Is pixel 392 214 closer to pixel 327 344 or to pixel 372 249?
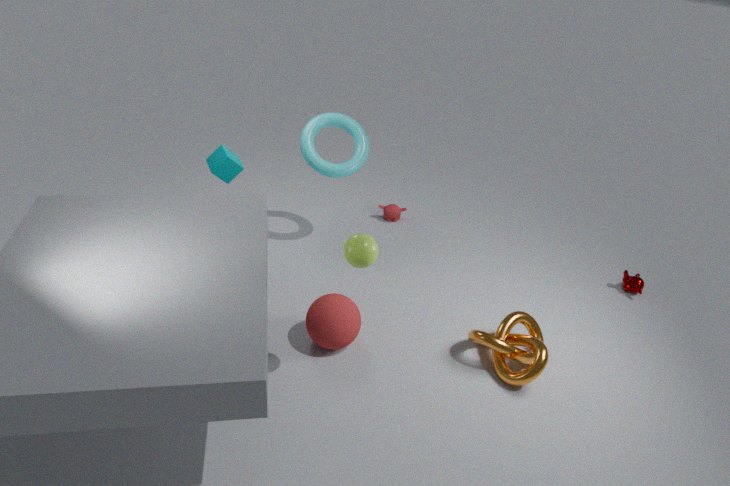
pixel 327 344
